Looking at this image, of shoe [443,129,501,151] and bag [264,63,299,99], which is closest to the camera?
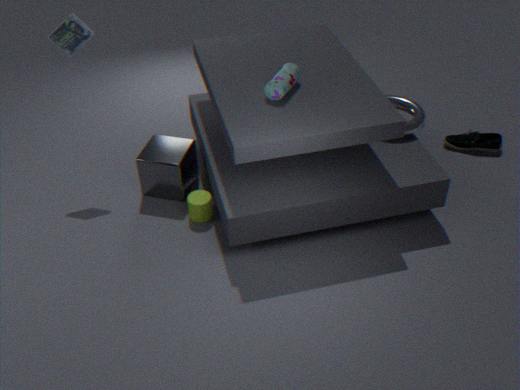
bag [264,63,299,99]
